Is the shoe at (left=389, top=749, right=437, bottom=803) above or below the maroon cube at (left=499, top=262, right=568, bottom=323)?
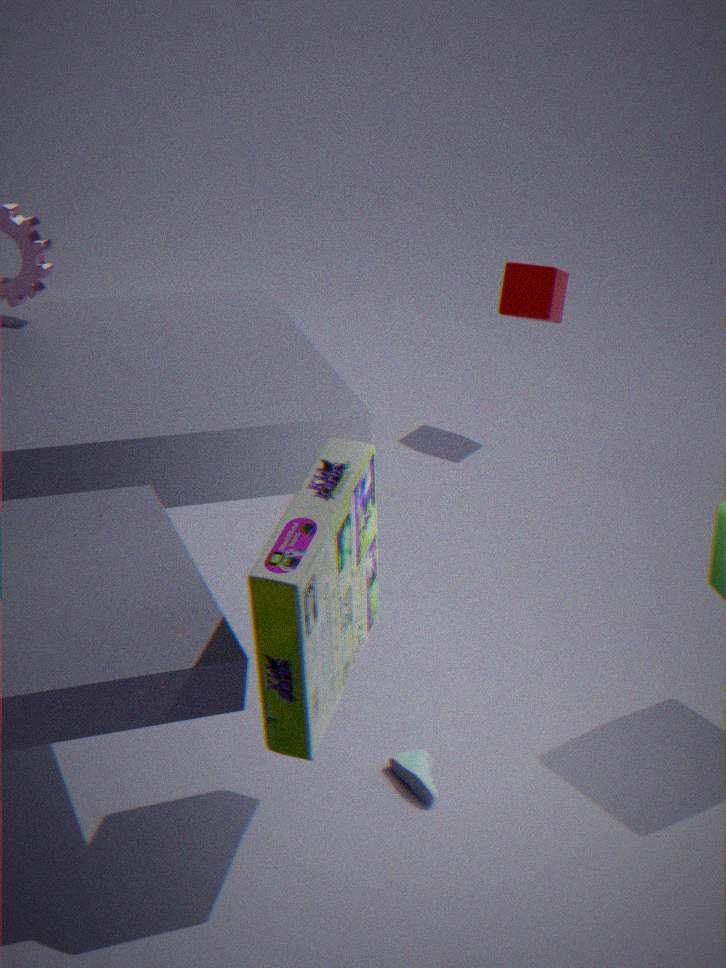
below
